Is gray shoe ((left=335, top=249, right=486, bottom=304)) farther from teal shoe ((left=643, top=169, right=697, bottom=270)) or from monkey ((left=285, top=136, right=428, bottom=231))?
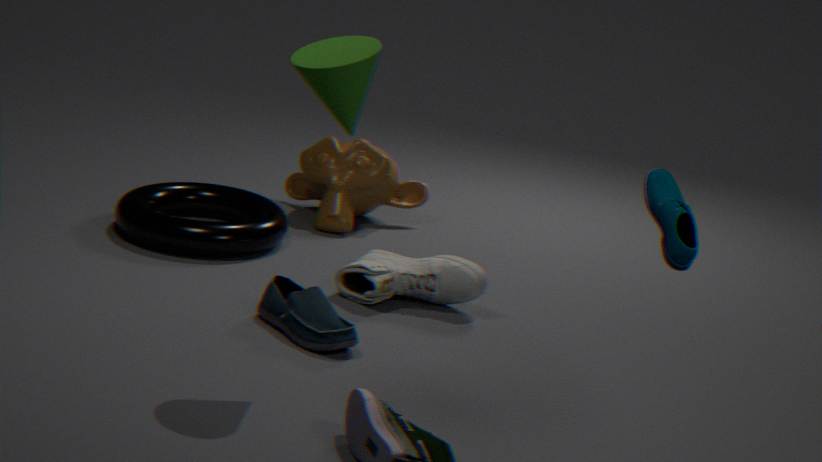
teal shoe ((left=643, top=169, right=697, bottom=270))
